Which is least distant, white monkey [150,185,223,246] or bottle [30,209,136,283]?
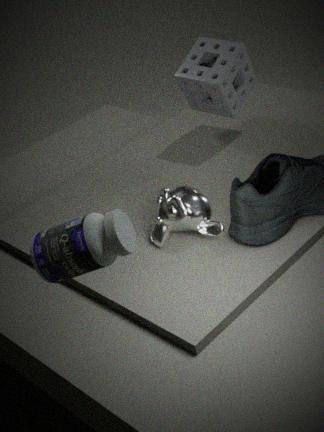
bottle [30,209,136,283]
